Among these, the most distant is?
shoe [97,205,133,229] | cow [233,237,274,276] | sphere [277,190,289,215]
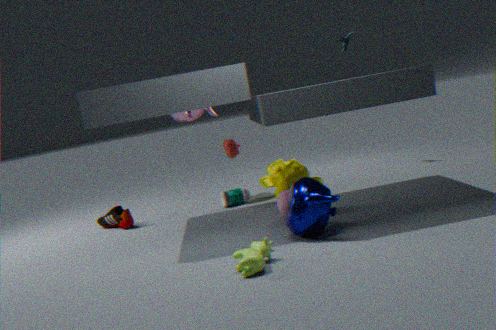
shoe [97,205,133,229]
